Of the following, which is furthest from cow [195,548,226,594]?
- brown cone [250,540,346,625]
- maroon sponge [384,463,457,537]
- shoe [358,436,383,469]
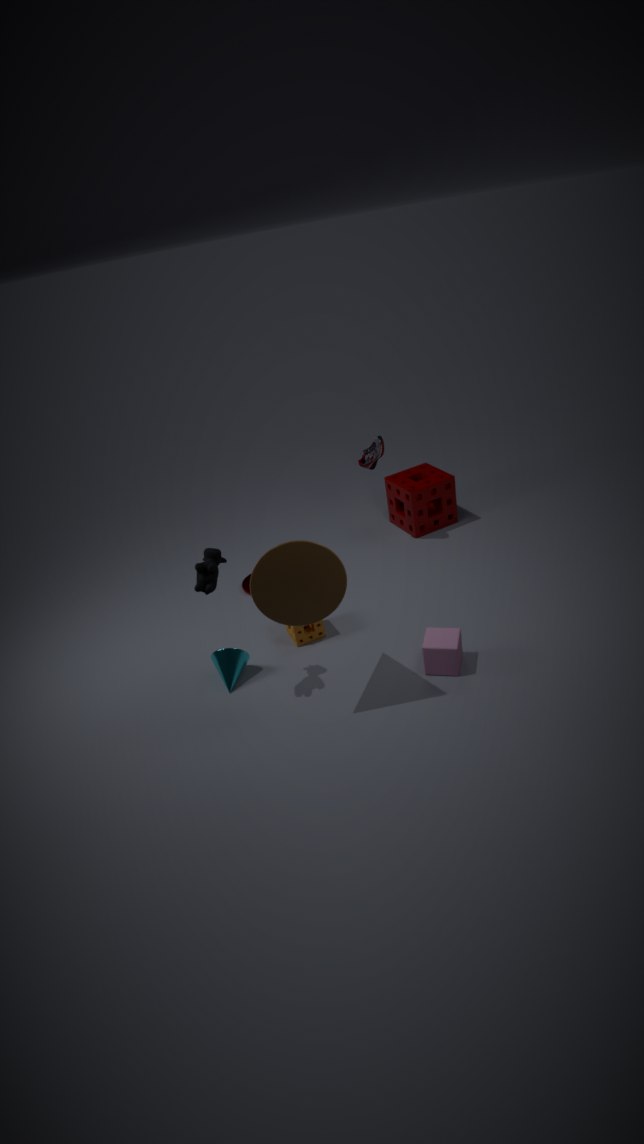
maroon sponge [384,463,457,537]
